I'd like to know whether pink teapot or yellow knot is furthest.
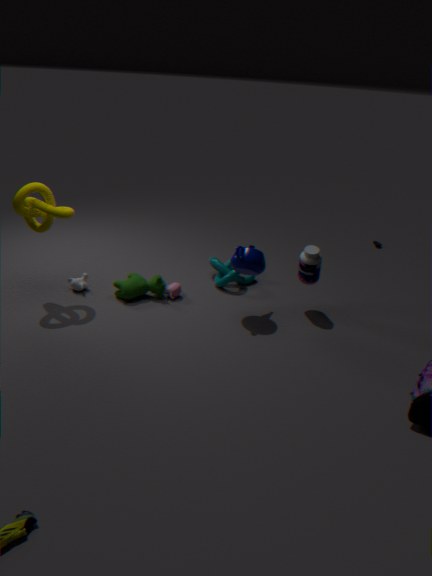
pink teapot
